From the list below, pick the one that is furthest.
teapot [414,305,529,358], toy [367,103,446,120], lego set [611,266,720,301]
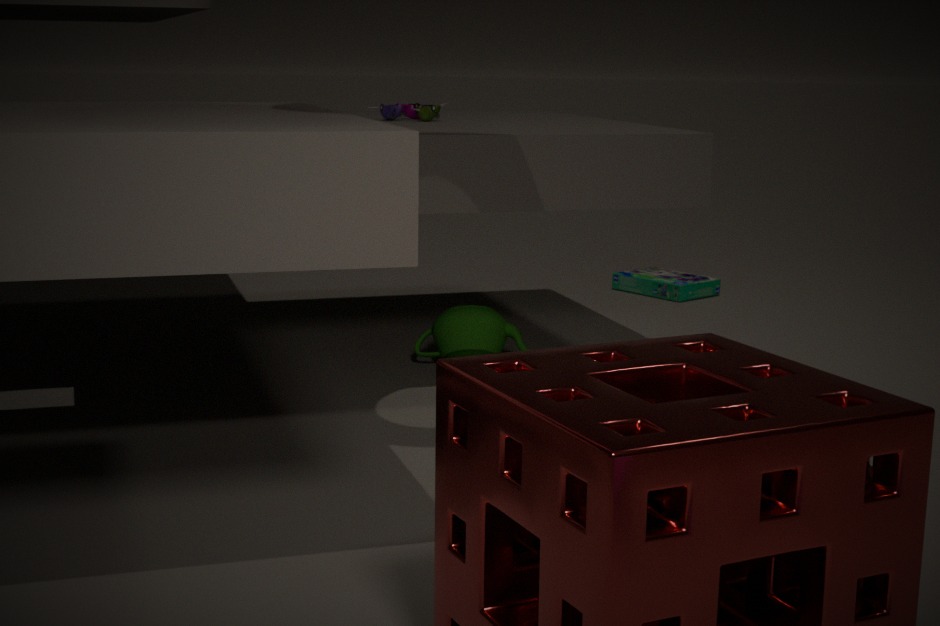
lego set [611,266,720,301]
